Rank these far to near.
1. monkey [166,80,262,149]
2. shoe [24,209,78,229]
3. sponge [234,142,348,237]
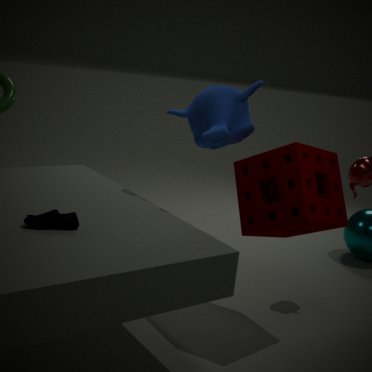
1. monkey [166,80,262,149]
2. sponge [234,142,348,237]
3. shoe [24,209,78,229]
